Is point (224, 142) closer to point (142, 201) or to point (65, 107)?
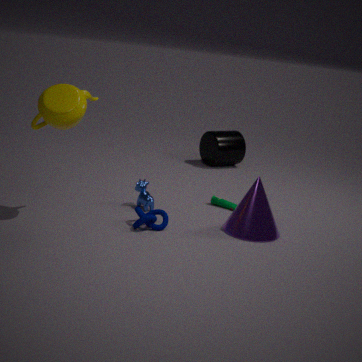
point (142, 201)
